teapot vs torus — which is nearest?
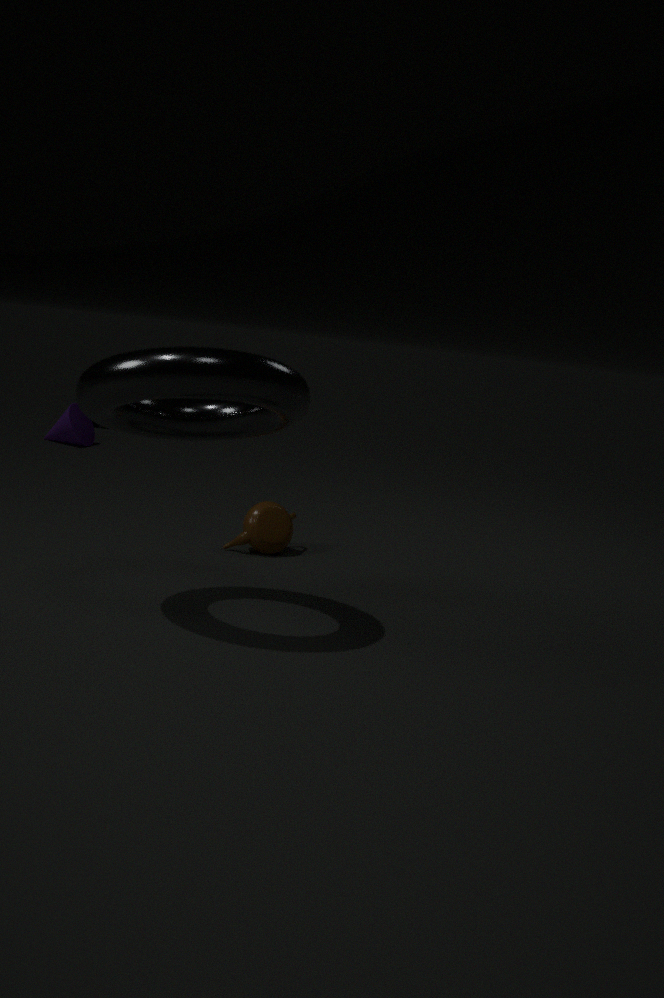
torus
